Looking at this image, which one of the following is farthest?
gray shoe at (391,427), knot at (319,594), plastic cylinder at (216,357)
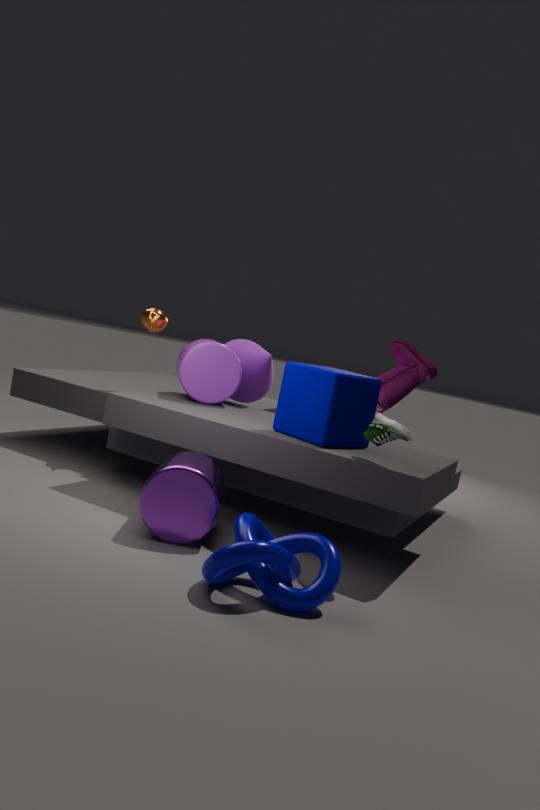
plastic cylinder at (216,357)
